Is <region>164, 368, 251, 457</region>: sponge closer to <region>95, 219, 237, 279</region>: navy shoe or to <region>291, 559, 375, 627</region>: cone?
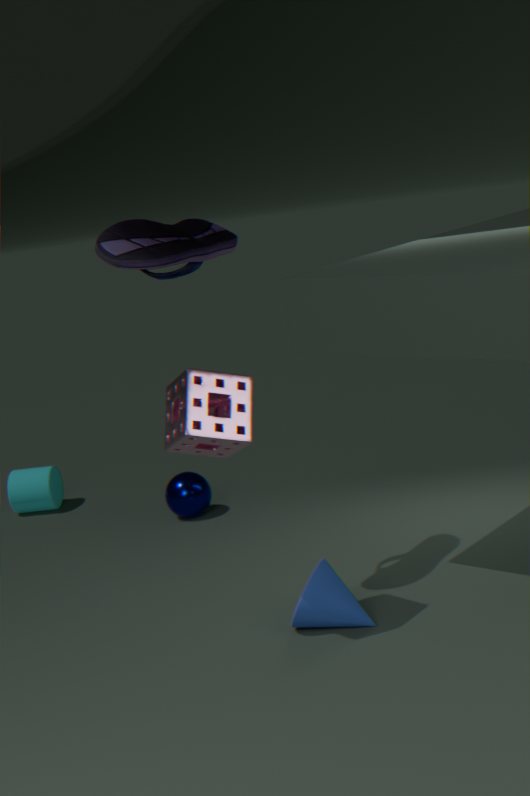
<region>95, 219, 237, 279</region>: navy shoe
